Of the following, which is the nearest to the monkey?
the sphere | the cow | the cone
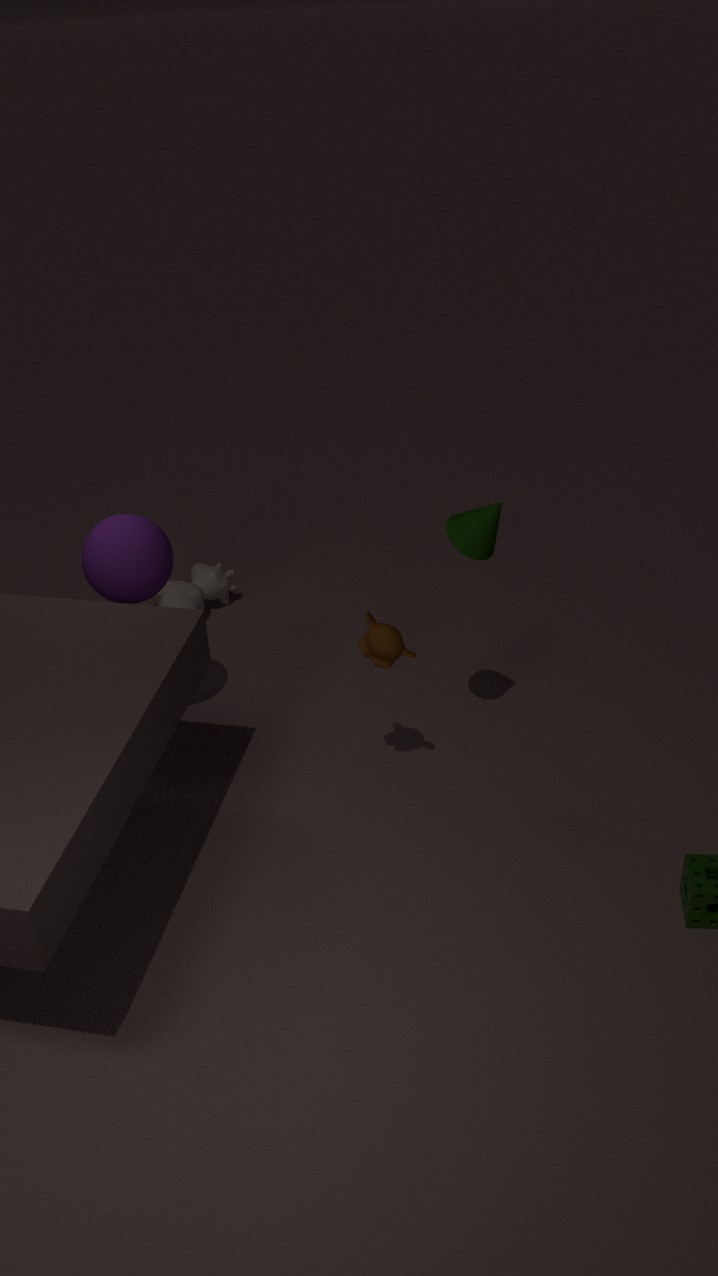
the cone
